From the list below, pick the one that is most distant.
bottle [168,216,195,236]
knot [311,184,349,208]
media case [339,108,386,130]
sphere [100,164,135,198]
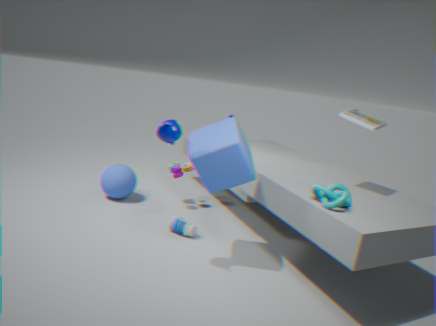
sphere [100,164,135,198]
